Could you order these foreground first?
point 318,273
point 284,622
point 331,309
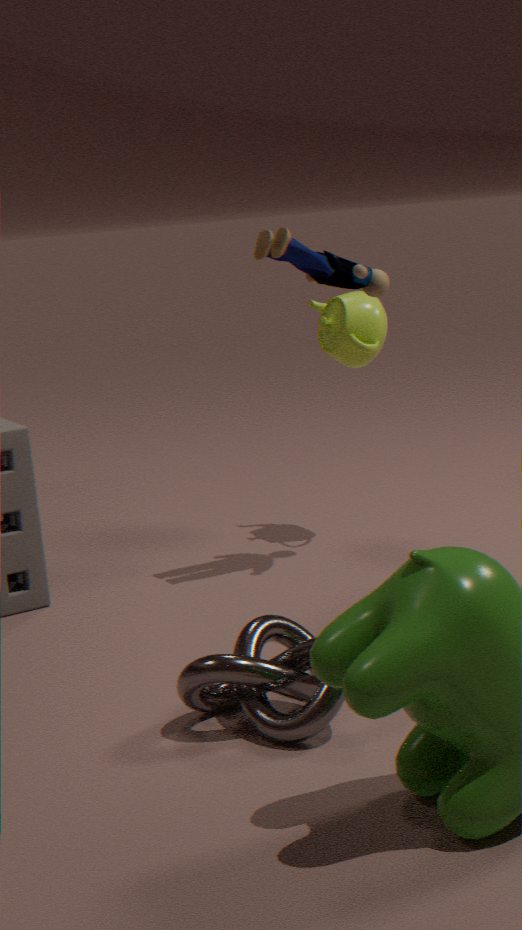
point 284,622
point 318,273
point 331,309
